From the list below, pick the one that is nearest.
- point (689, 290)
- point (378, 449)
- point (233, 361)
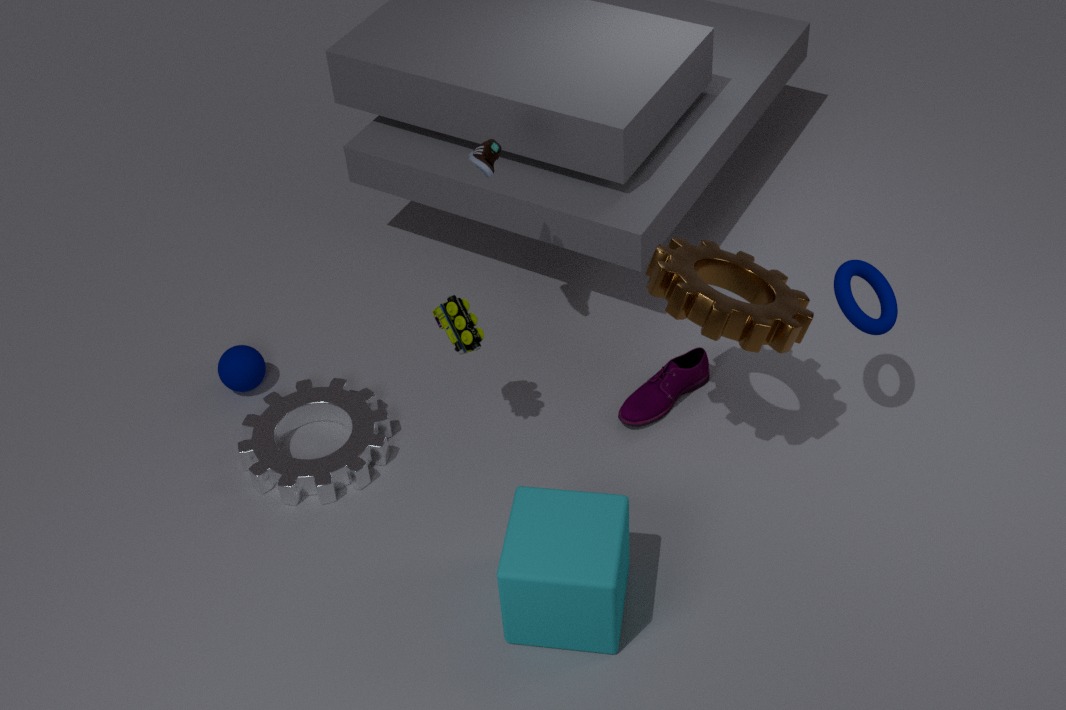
point (689, 290)
